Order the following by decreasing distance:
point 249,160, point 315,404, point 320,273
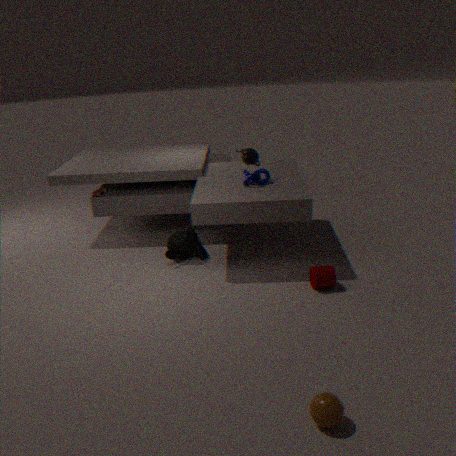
1. point 249,160
2. point 320,273
3. point 315,404
